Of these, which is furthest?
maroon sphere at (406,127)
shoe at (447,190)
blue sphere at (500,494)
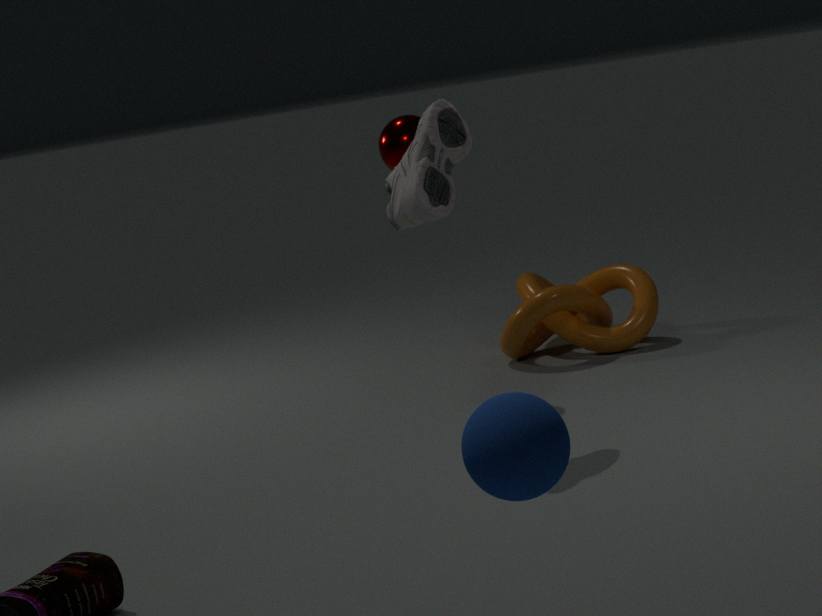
maroon sphere at (406,127)
